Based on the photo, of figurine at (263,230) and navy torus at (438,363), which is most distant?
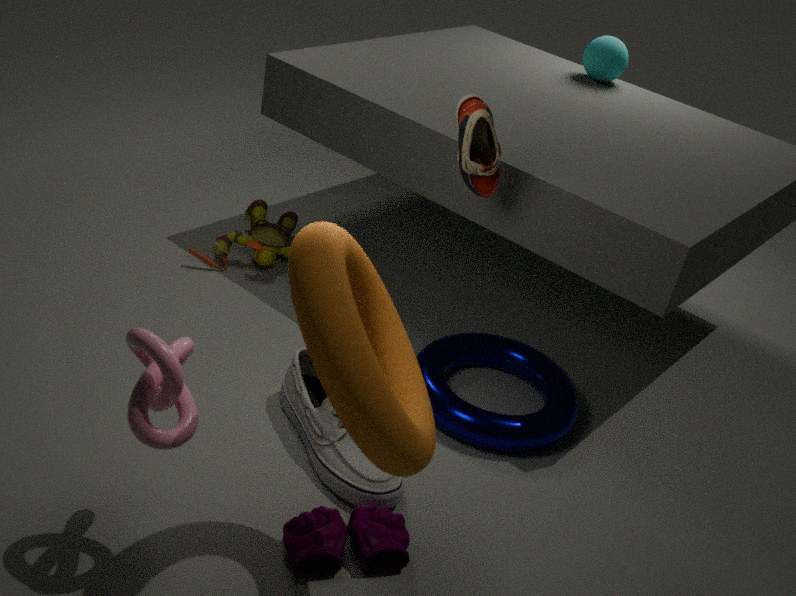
figurine at (263,230)
